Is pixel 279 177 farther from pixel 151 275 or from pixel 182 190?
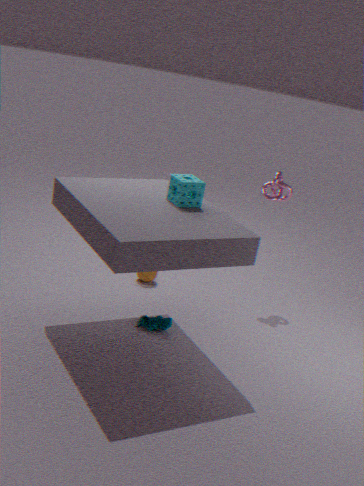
pixel 151 275
